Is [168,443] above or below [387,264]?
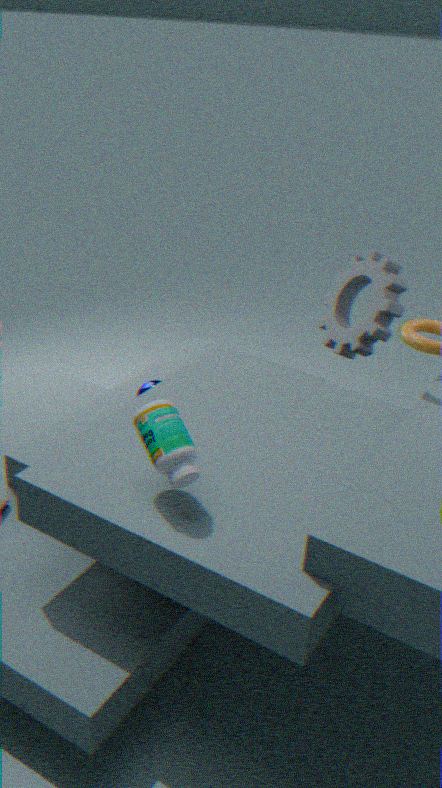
above
